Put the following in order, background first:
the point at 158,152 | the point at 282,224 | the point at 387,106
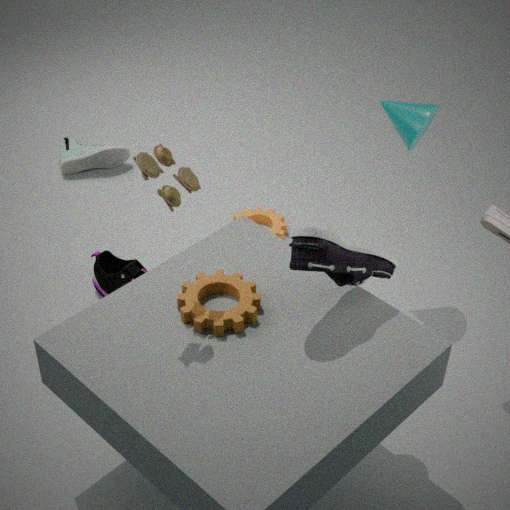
the point at 282,224 → the point at 387,106 → the point at 158,152
